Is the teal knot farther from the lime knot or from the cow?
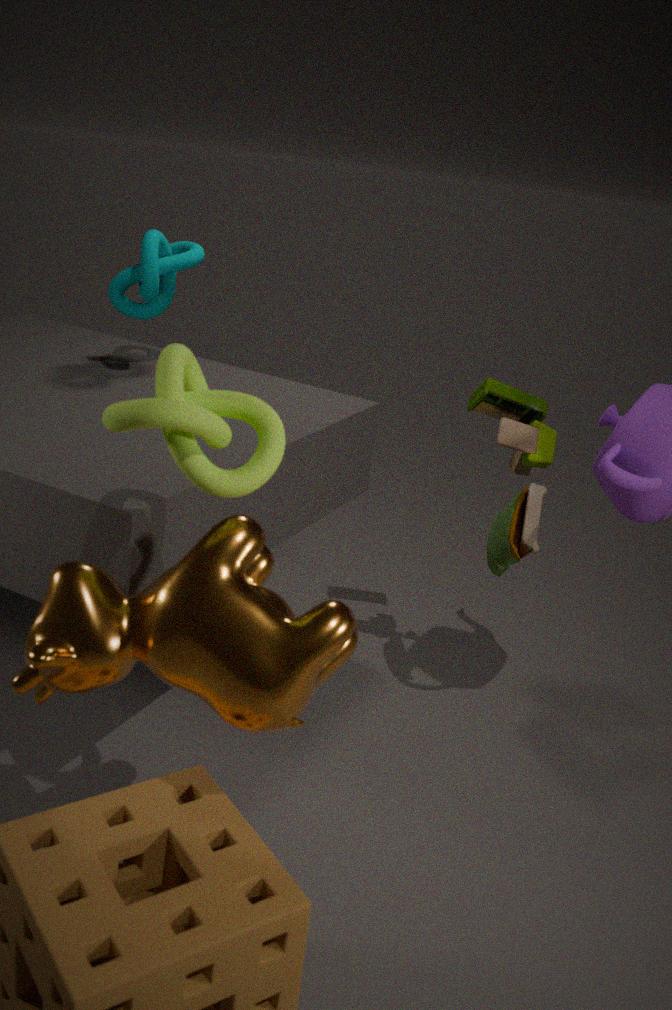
the cow
